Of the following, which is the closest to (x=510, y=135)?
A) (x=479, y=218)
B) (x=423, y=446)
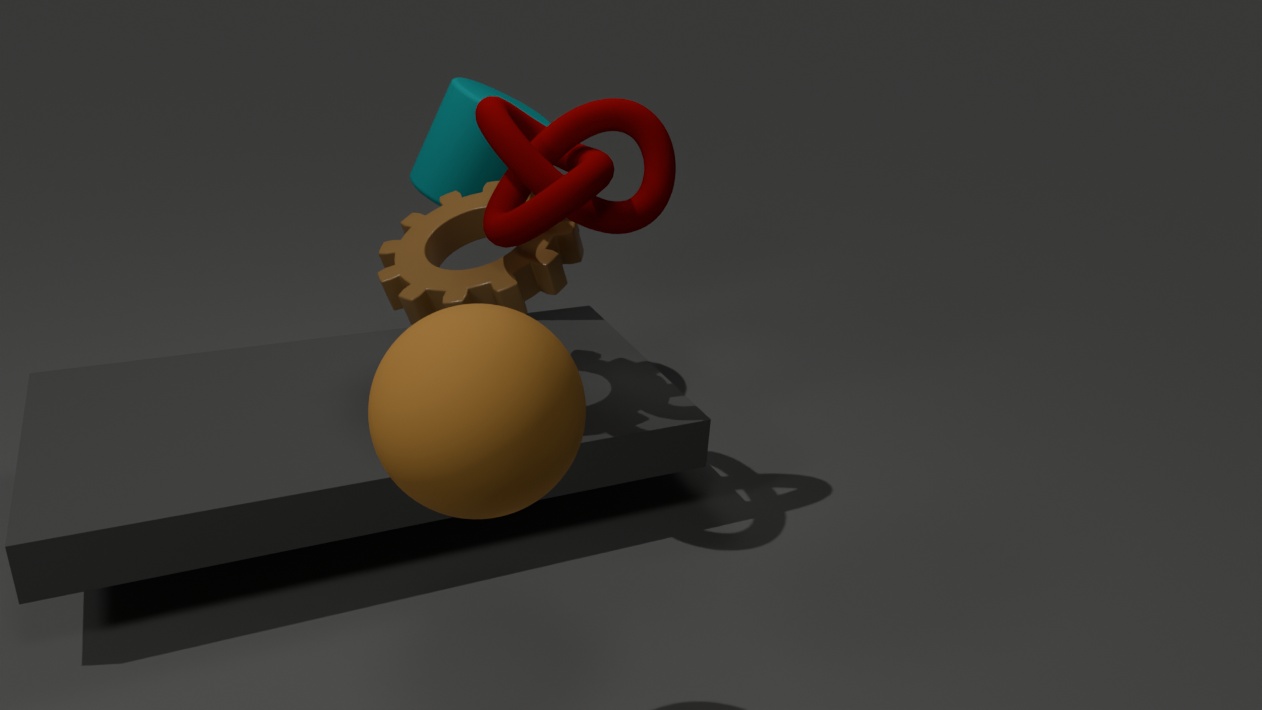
(x=479, y=218)
